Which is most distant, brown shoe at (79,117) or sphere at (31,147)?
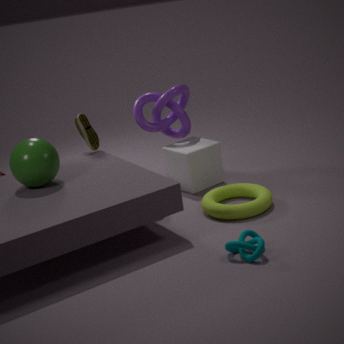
brown shoe at (79,117)
